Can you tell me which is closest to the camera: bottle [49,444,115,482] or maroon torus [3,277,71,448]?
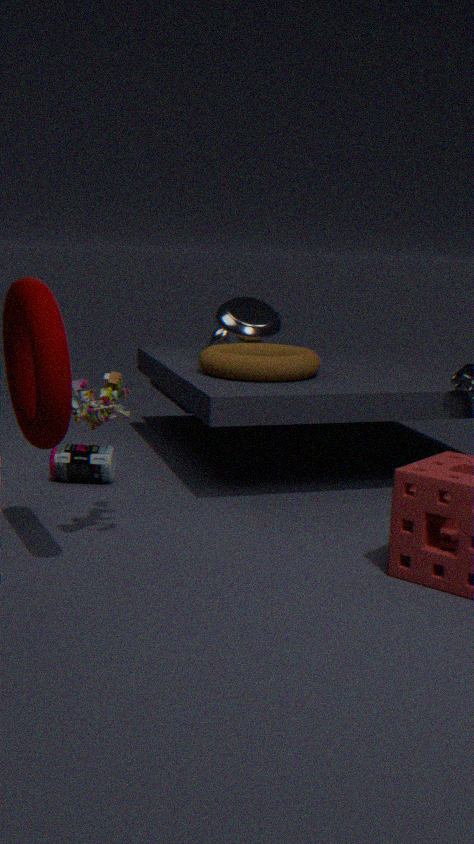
maroon torus [3,277,71,448]
